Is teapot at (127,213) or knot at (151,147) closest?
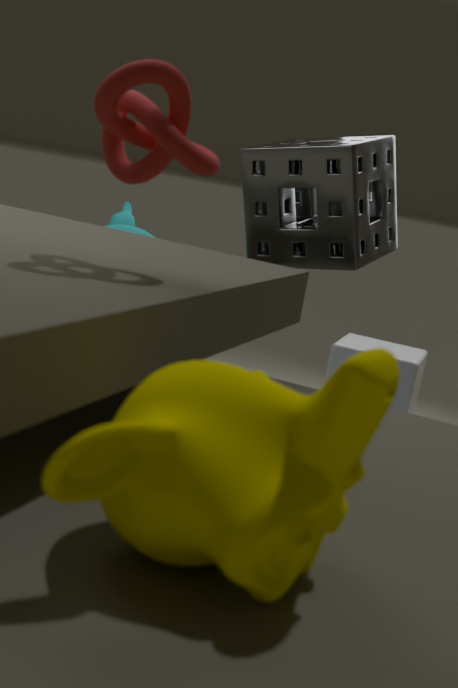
knot at (151,147)
